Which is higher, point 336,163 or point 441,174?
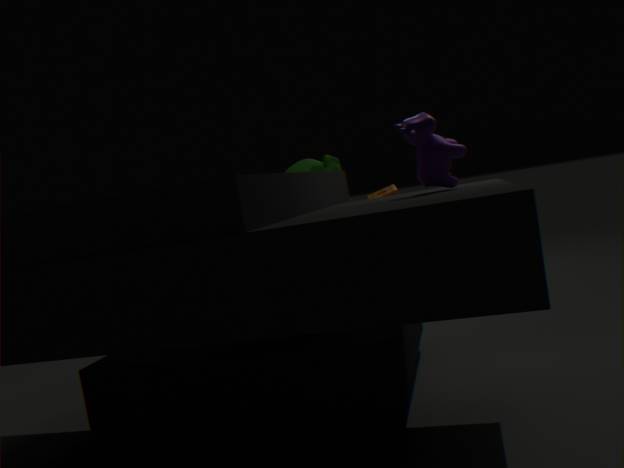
point 441,174
